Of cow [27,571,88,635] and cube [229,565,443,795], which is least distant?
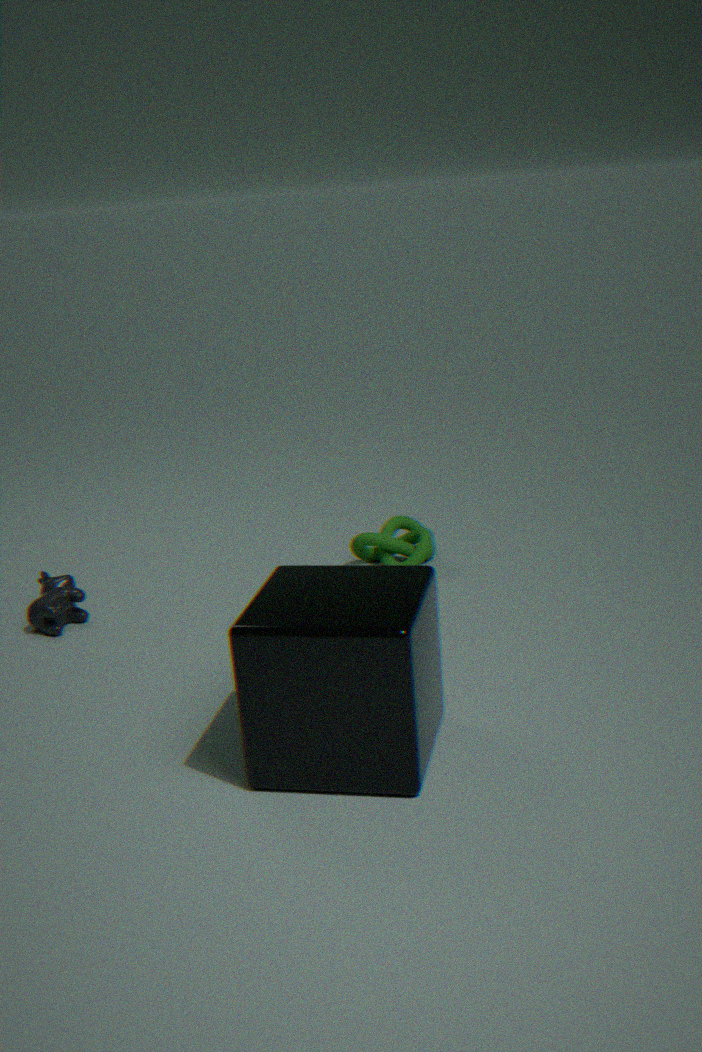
cube [229,565,443,795]
